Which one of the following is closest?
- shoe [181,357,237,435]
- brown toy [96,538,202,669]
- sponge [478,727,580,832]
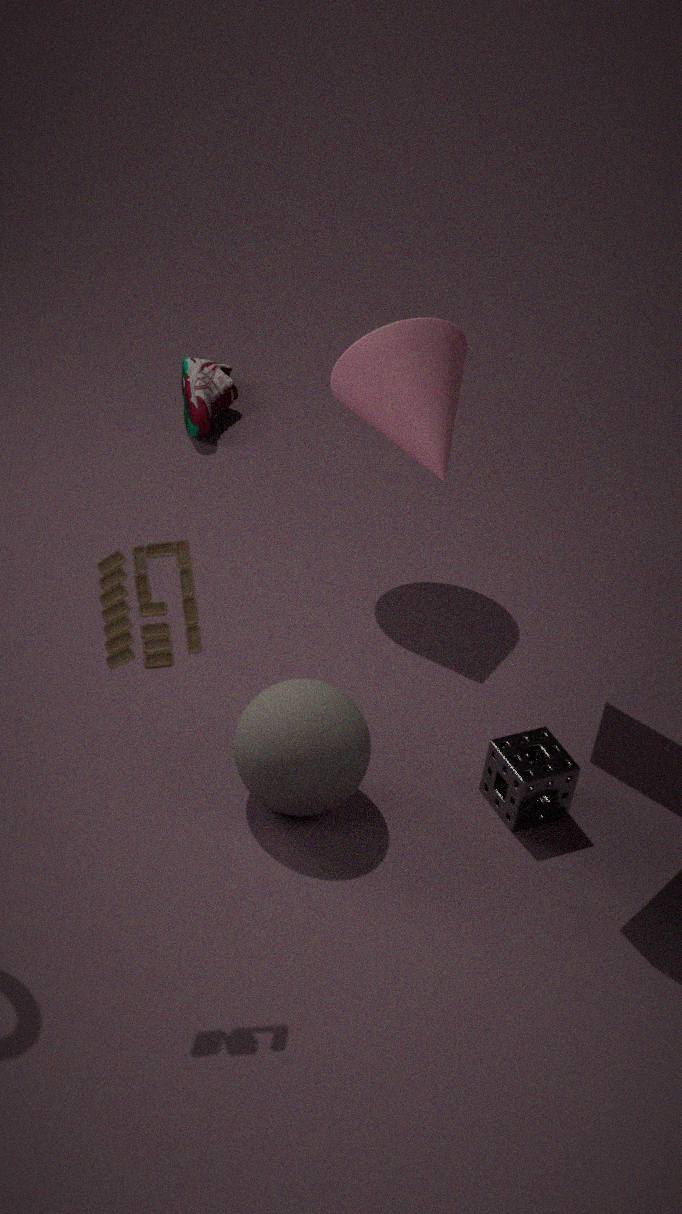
brown toy [96,538,202,669]
